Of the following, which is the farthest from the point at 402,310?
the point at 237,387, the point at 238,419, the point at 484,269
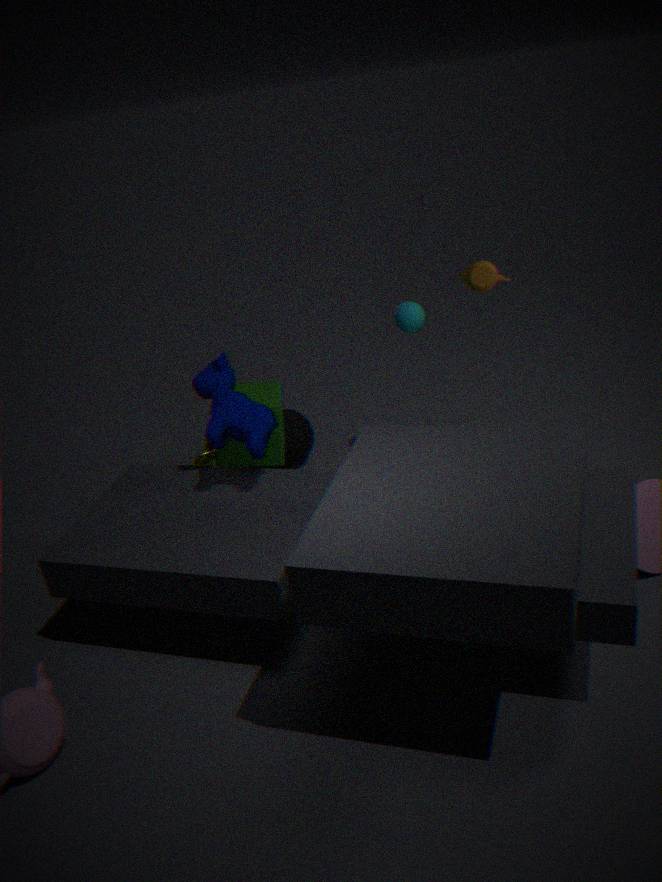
the point at 238,419
